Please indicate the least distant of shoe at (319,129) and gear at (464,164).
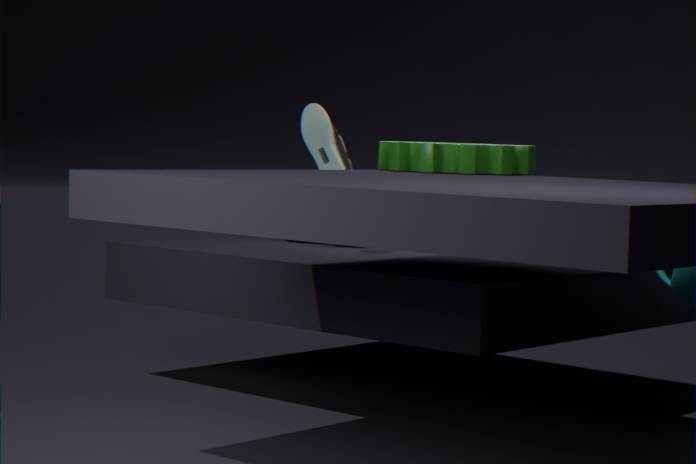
gear at (464,164)
